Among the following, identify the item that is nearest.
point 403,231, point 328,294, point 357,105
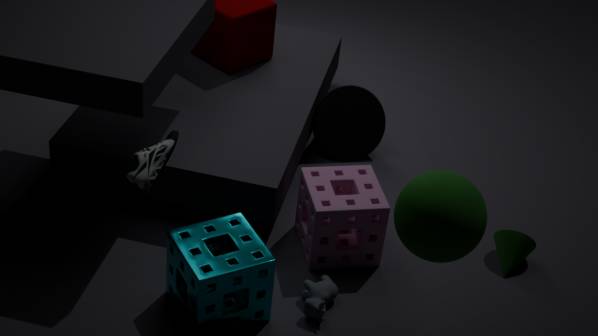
point 403,231
